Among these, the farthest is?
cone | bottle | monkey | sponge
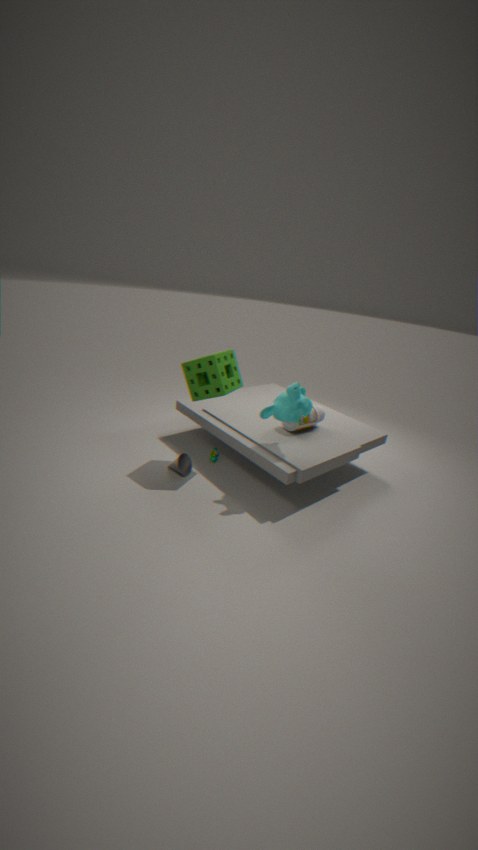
bottle
